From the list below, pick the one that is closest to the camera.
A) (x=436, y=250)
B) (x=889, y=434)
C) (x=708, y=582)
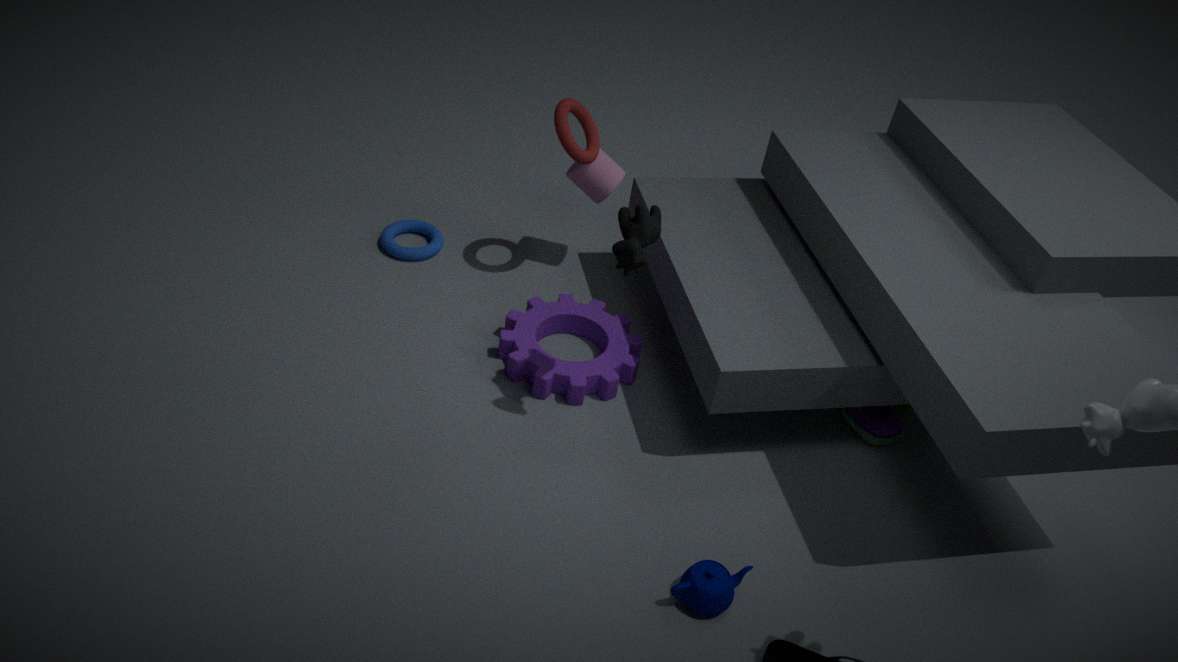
(x=708, y=582)
